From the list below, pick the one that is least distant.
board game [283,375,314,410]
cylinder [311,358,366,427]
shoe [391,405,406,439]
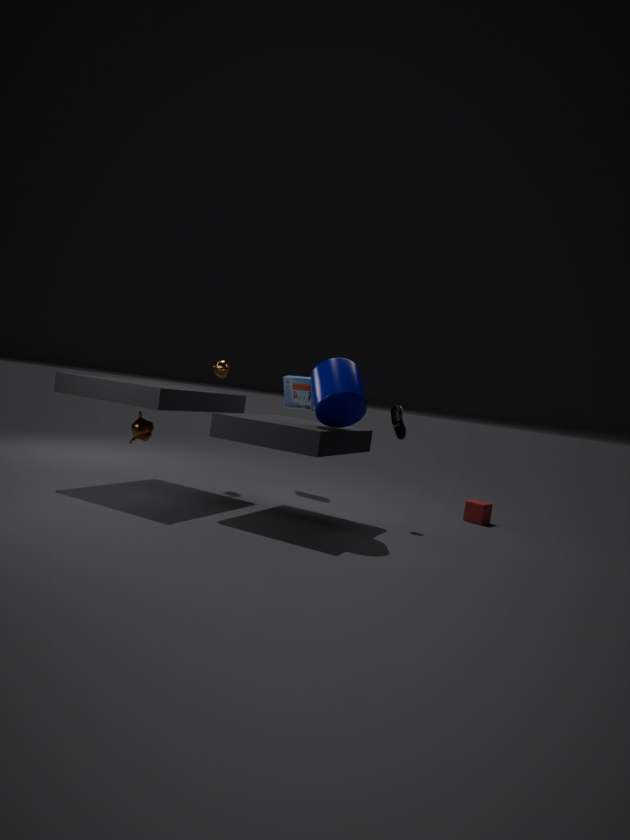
cylinder [311,358,366,427]
